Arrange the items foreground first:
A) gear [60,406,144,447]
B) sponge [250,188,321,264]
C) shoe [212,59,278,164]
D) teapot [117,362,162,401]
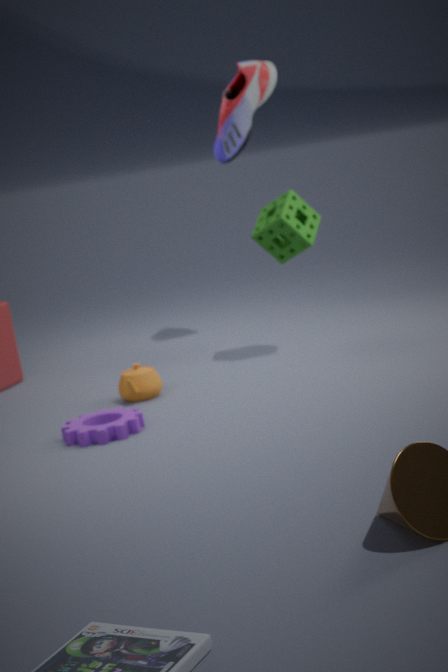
gear [60,406,144,447]
teapot [117,362,162,401]
sponge [250,188,321,264]
shoe [212,59,278,164]
